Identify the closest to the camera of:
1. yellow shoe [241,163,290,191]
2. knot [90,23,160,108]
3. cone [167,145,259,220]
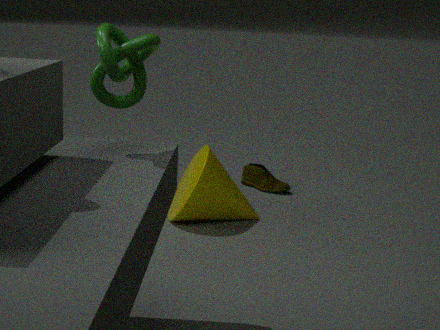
knot [90,23,160,108]
